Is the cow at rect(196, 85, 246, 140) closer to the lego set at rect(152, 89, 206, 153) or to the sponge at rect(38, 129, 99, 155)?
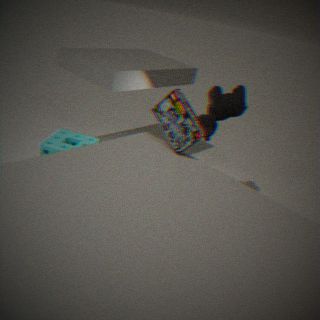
the lego set at rect(152, 89, 206, 153)
